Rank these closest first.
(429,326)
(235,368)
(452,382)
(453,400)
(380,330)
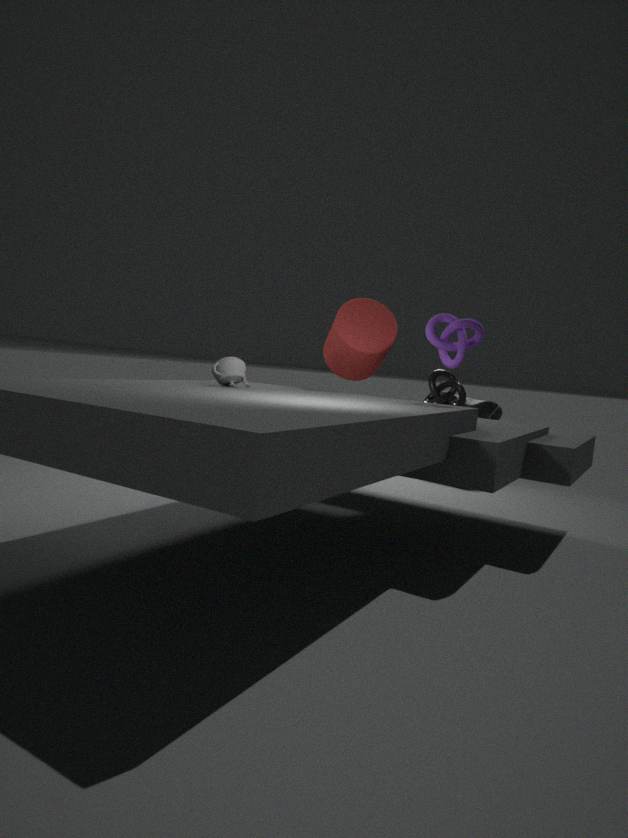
(429,326), (235,368), (380,330), (452,382), (453,400)
